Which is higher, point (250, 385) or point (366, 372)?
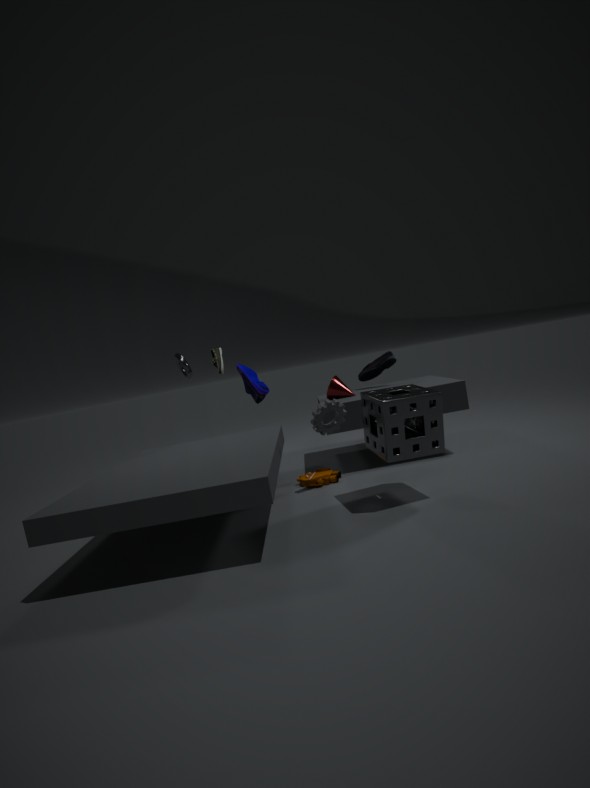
point (250, 385)
